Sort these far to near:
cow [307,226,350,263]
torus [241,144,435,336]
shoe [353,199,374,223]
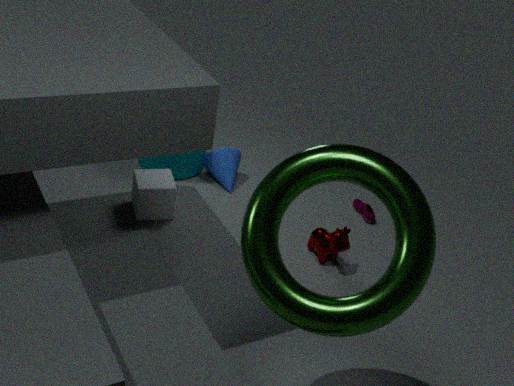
shoe [353,199,374,223], cow [307,226,350,263], torus [241,144,435,336]
